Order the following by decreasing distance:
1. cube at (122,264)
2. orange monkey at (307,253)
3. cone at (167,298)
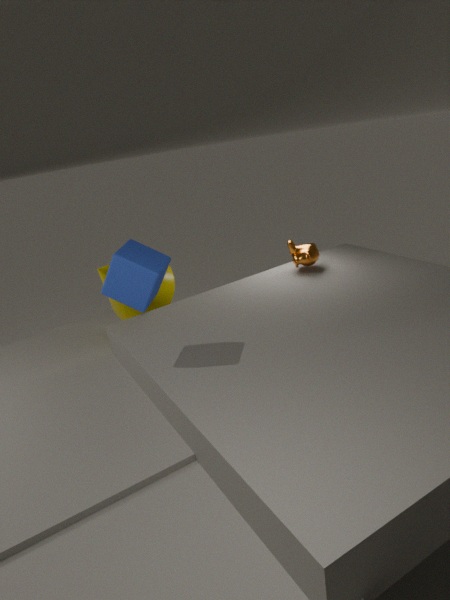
orange monkey at (307,253) → cone at (167,298) → cube at (122,264)
